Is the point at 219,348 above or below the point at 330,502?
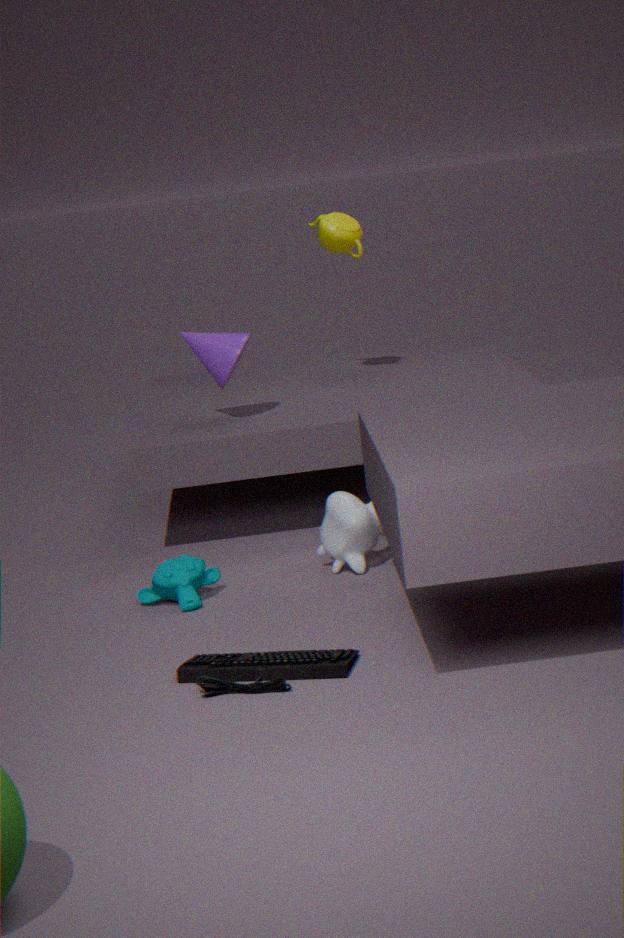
above
